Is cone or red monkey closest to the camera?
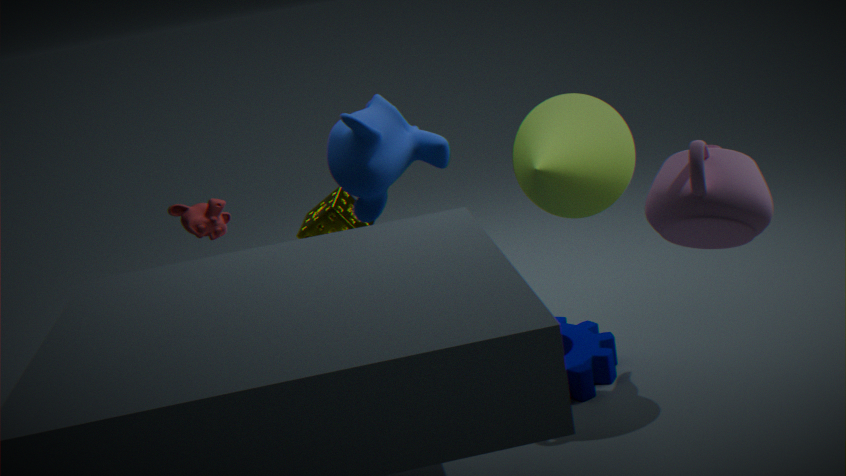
cone
